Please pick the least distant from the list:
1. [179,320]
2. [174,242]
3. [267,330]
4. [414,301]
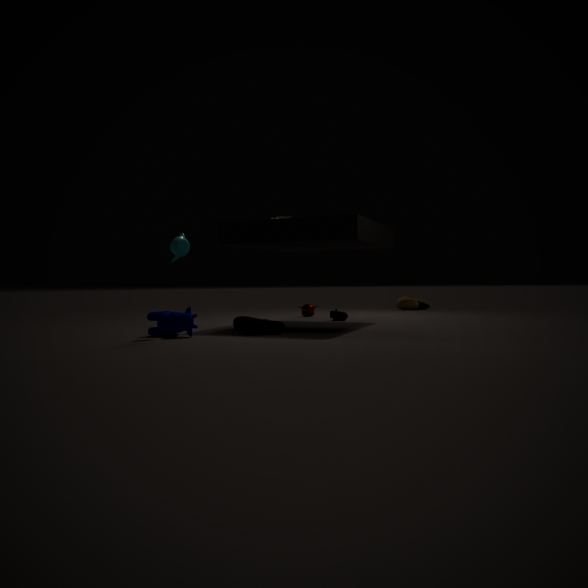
[179,320]
